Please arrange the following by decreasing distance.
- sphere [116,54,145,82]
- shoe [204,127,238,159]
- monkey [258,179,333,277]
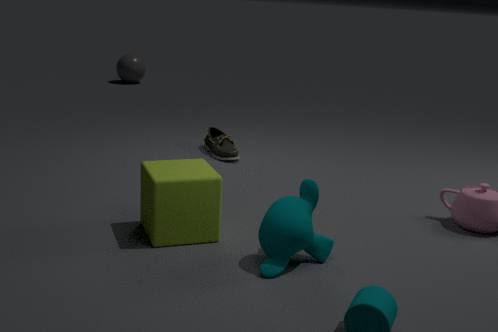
sphere [116,54,145,82]
shoe [204,127,238,159]
monkey [258,179,333,277]
